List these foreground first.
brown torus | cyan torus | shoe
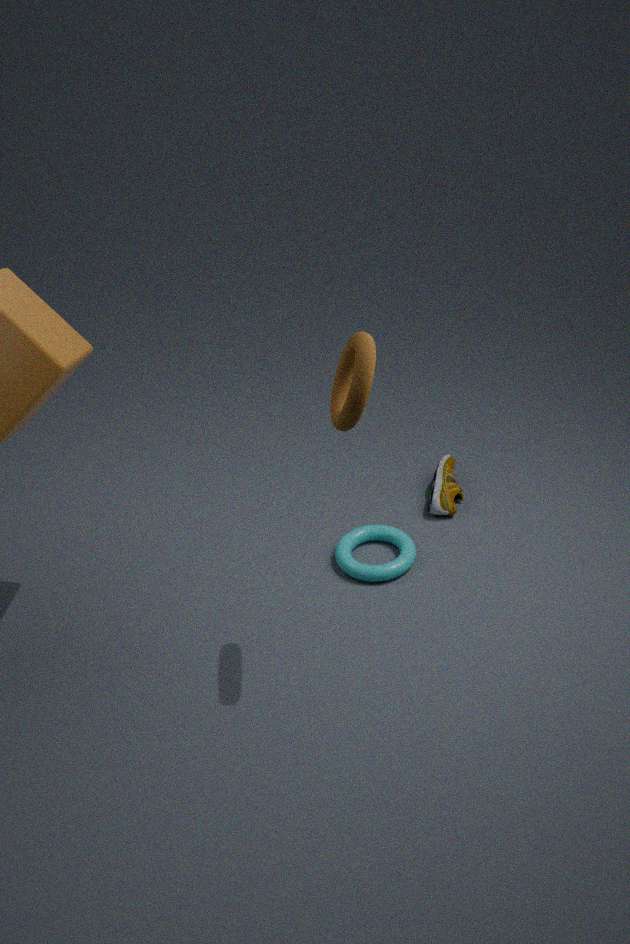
brown torus
cyan torus
shoe
